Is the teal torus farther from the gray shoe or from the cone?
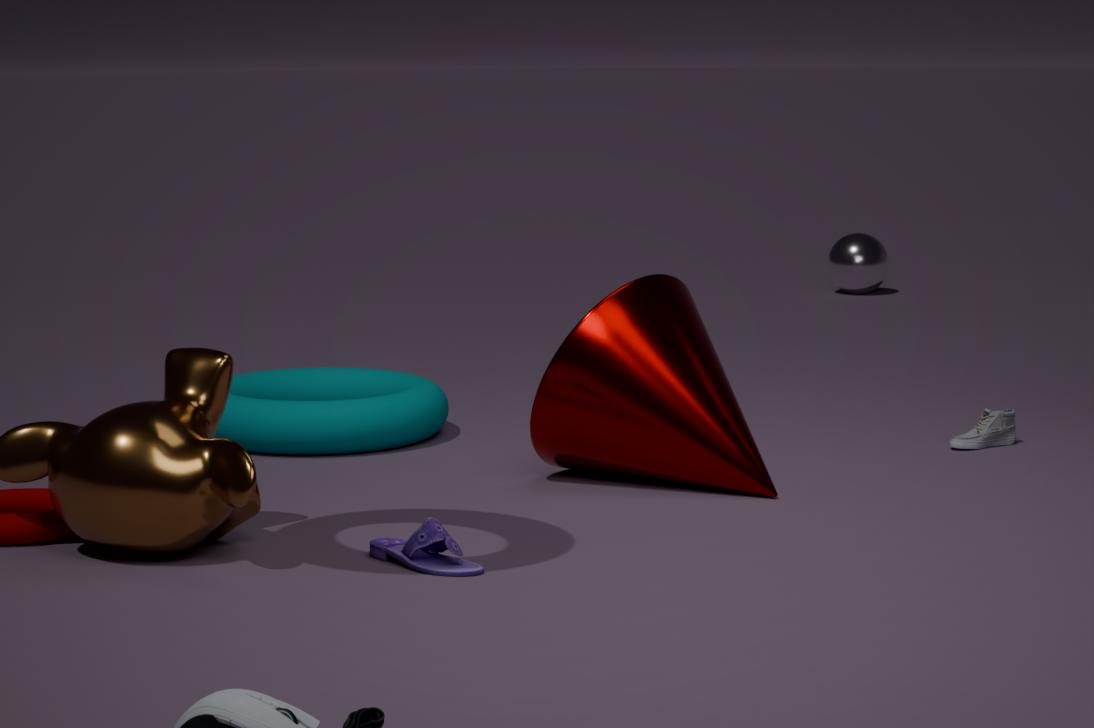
the gray shoe
